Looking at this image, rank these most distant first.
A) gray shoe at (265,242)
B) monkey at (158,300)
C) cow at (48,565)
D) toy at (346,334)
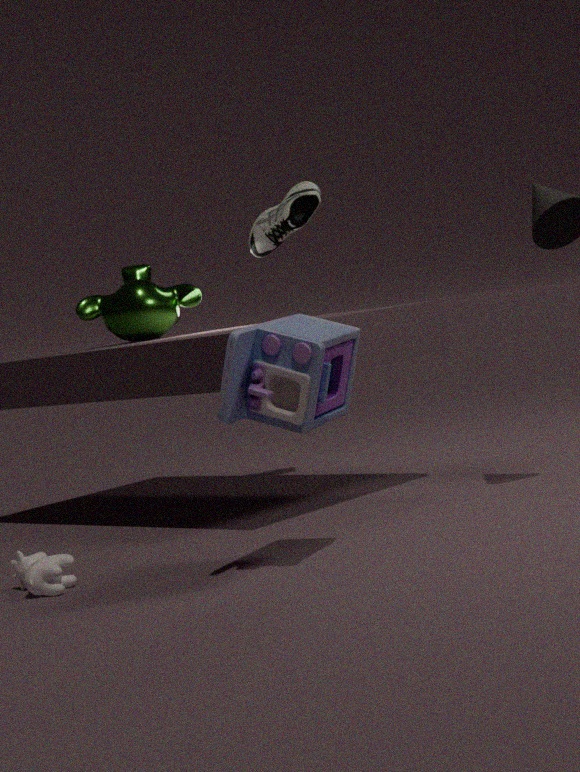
monkey at (158,300) < gray shoe at (265,242) < cow at (48,565) < toy at (346,334)
